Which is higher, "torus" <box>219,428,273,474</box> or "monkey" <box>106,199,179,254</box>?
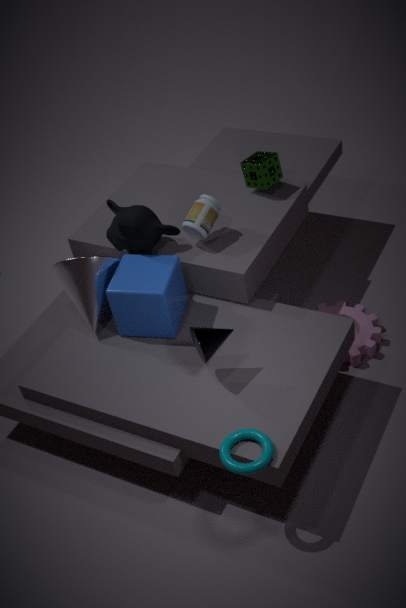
"monkey" <box>106,199,179,254</box>
